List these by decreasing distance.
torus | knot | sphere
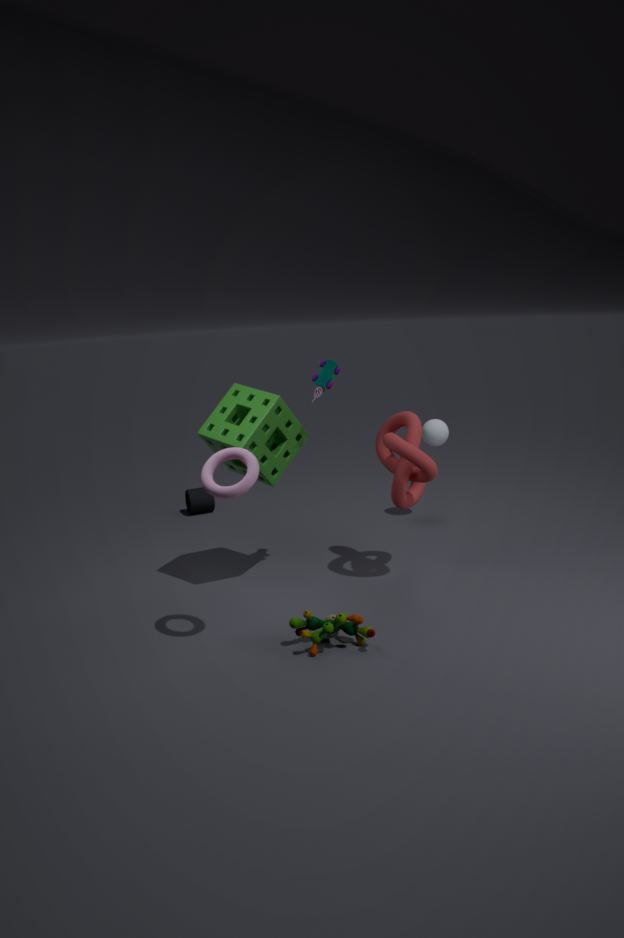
sphere < knot < torus
